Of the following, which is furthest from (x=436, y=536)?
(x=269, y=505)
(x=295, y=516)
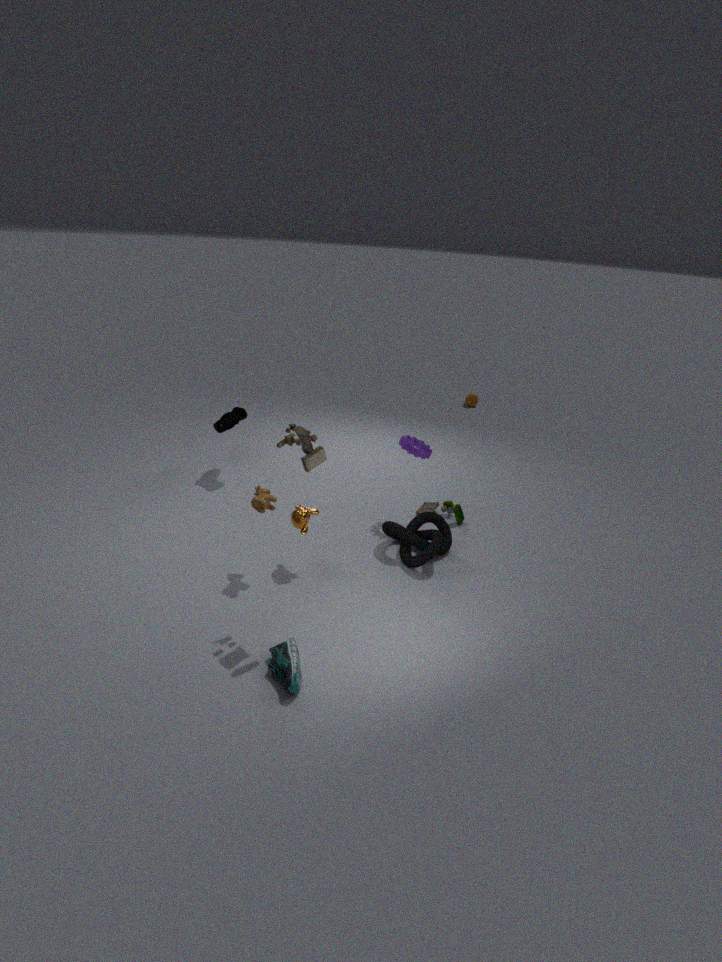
(x=269, y=505)
